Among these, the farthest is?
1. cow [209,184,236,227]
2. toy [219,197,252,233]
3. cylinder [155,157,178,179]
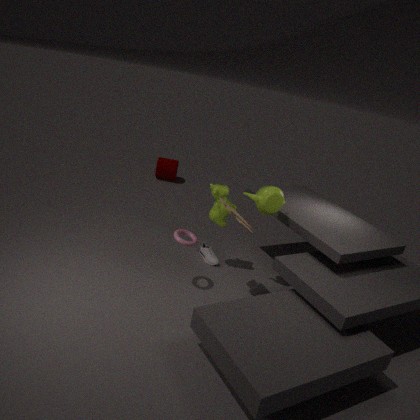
cylinder [155,157,178,179]
